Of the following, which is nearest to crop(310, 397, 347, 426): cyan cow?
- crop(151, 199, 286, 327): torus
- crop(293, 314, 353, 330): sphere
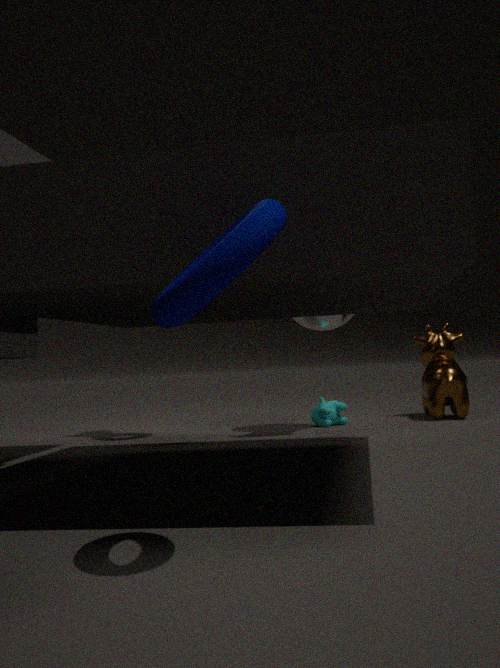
crop(293, 314, 353, 330): sphere
